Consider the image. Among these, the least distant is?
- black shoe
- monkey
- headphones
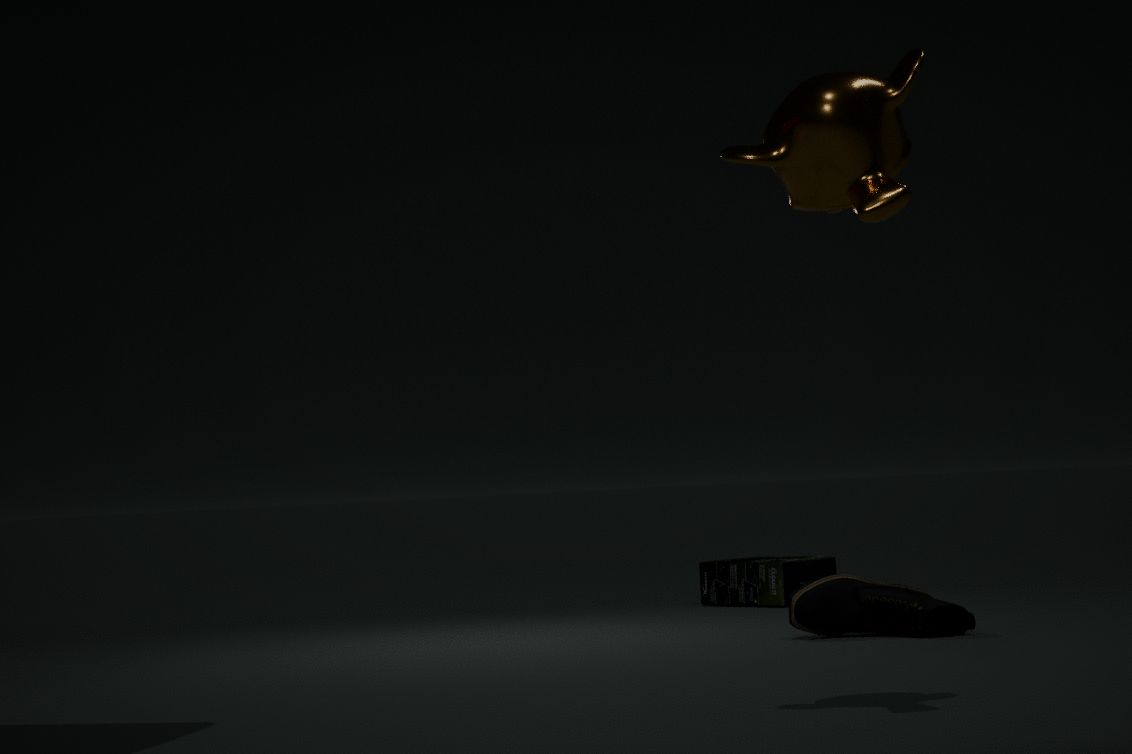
monkey
